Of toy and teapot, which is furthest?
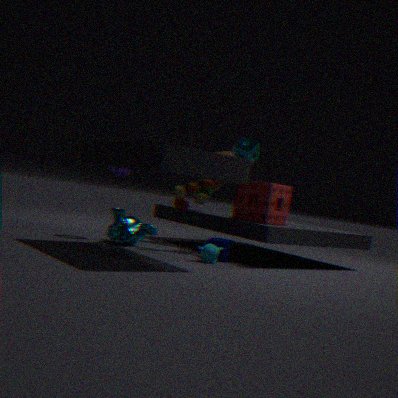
teapot
